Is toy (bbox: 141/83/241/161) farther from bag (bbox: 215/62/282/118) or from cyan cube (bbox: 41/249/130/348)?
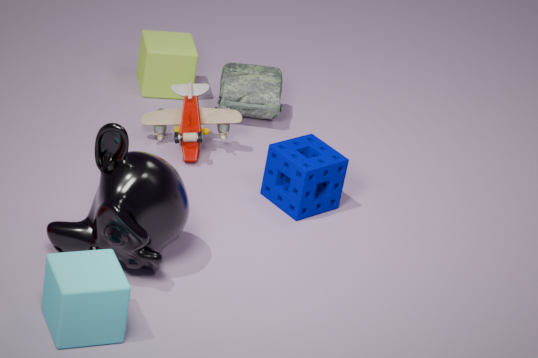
cyan cube (bbox: 41/249/130/348)
